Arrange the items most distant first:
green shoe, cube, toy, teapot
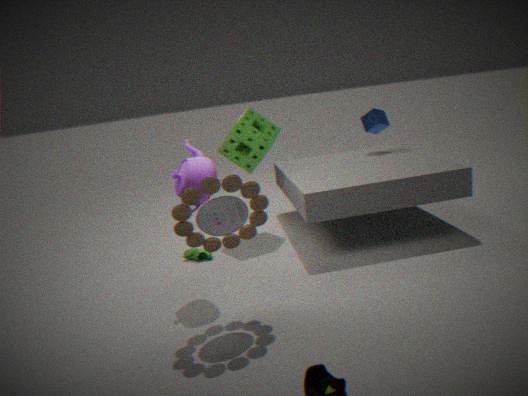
cube < green shoe < teapot < toy
